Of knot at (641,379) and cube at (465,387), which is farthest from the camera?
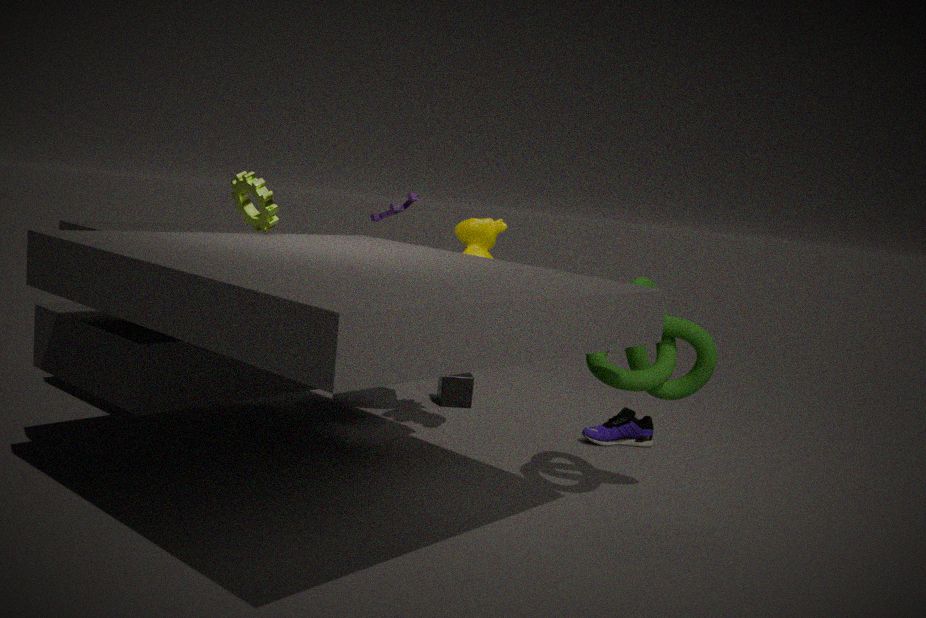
cube at (465,387)
